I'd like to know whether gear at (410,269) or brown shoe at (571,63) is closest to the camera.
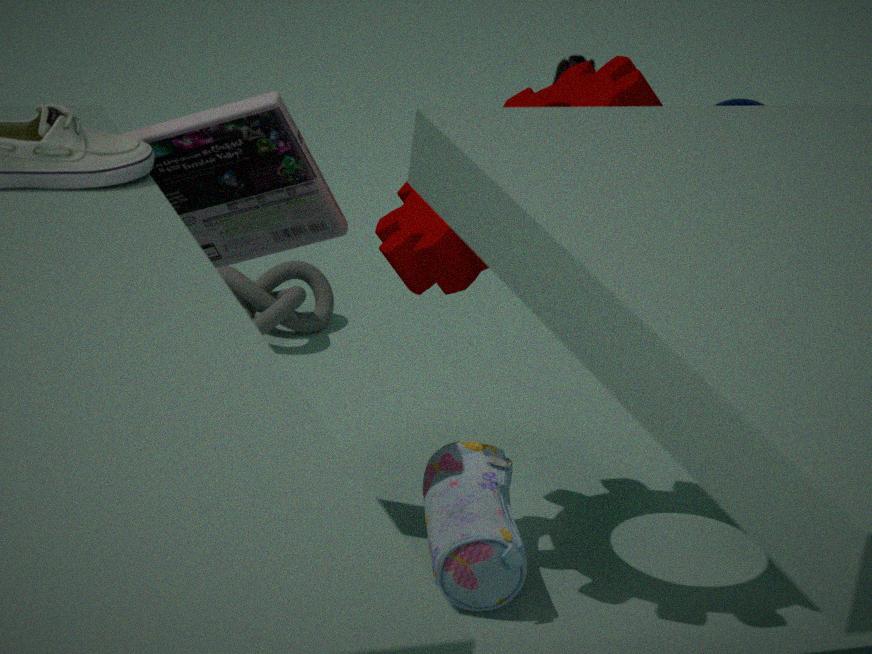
gear at (410,269)
